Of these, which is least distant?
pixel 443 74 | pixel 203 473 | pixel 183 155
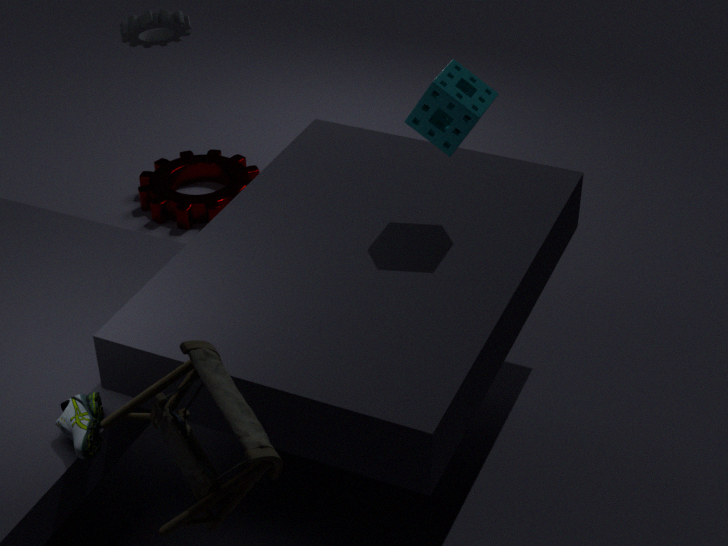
pixel 203 473
